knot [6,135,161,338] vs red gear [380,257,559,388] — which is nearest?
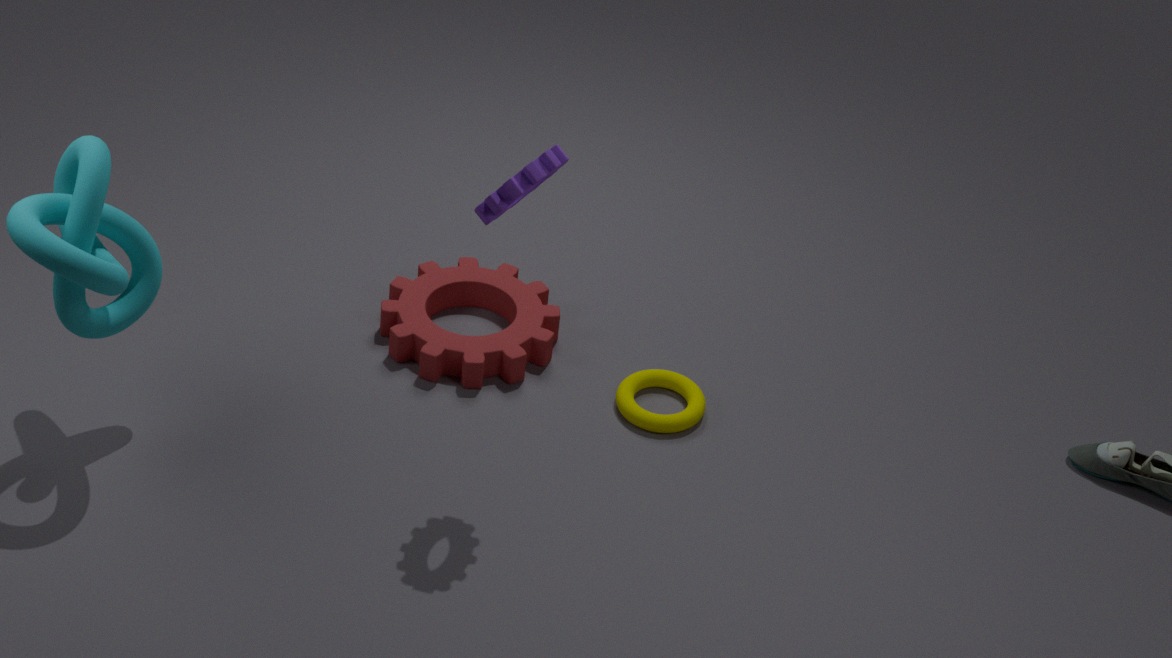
knot [6,135,161,338]
